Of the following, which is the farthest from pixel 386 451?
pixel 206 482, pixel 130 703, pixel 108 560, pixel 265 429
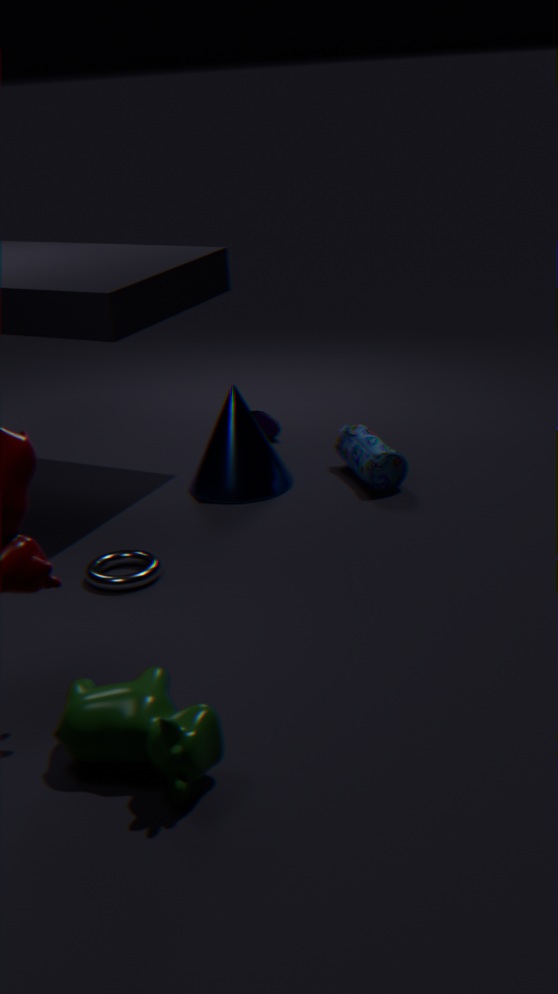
pixel 130 703
